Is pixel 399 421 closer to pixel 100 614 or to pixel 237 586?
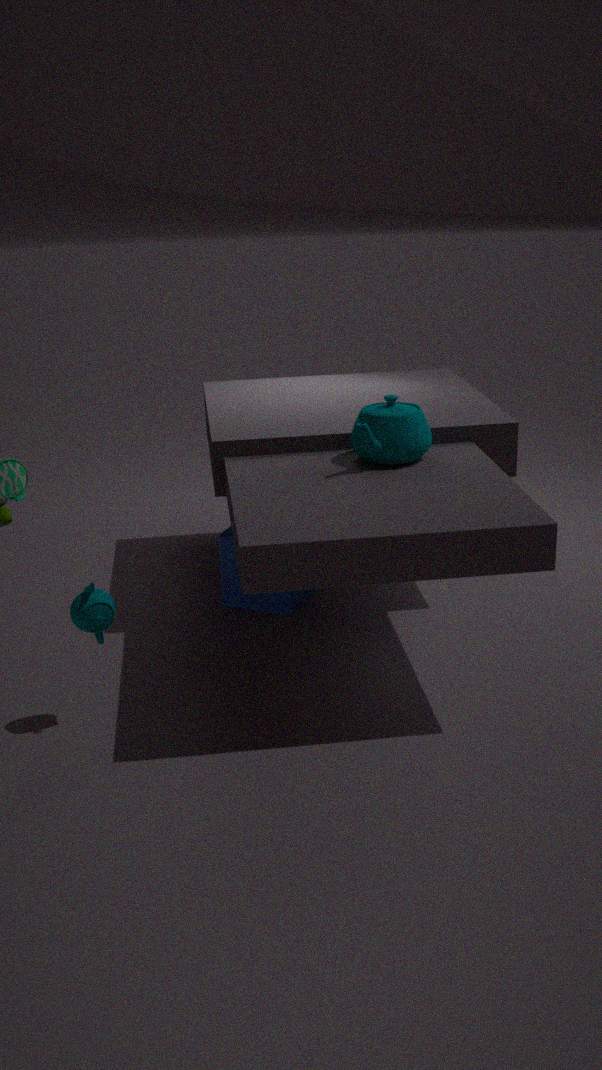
pixel 237 586
